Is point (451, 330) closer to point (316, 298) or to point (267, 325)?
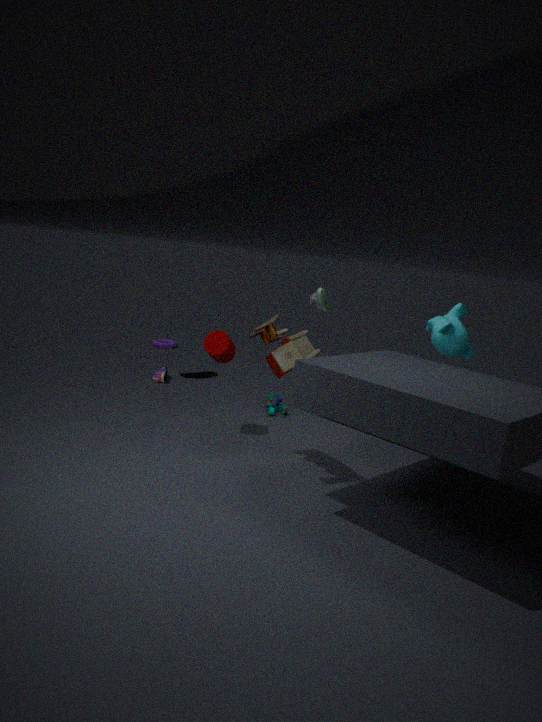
point (316, 298)
